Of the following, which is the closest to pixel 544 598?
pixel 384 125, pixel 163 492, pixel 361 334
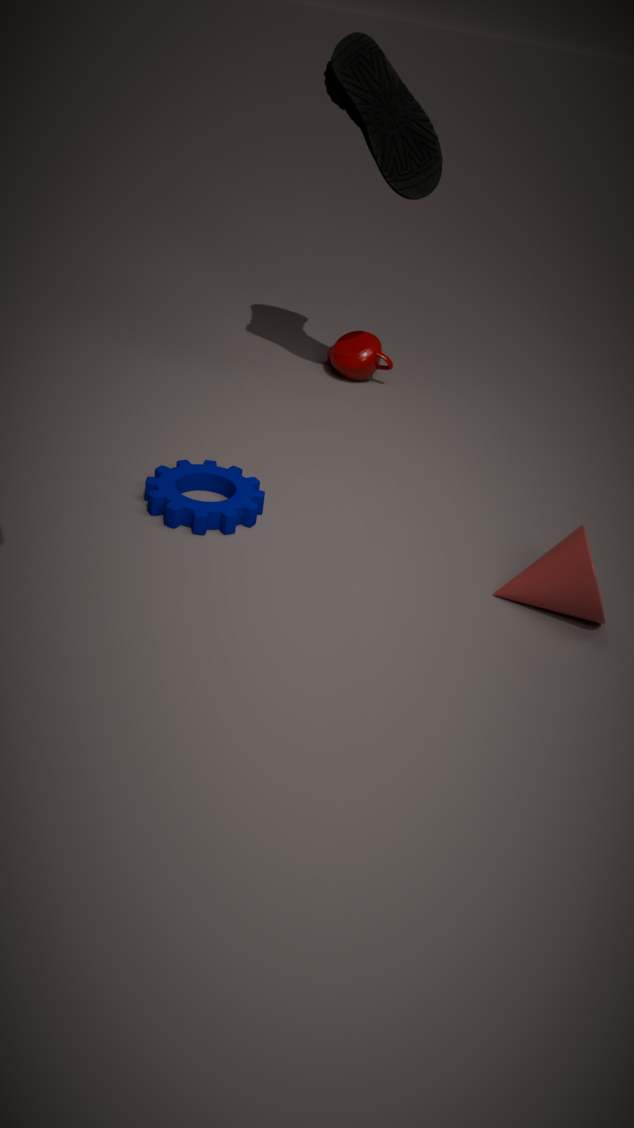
pixel 163 492
